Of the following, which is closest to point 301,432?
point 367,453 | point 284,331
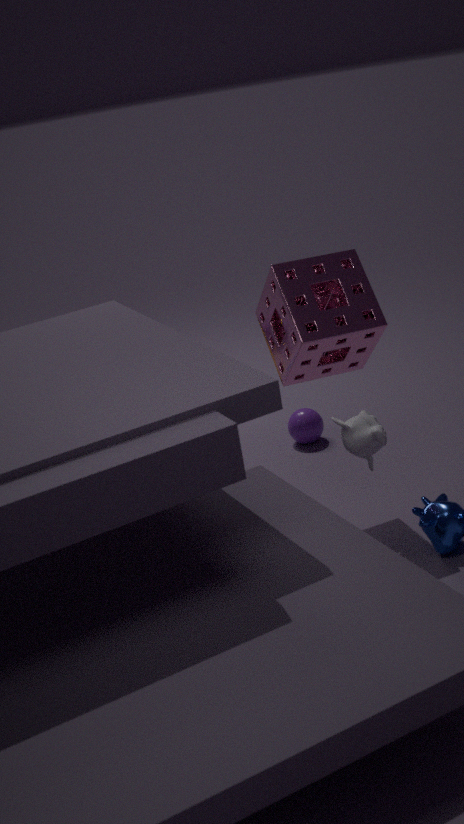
point 284,331
